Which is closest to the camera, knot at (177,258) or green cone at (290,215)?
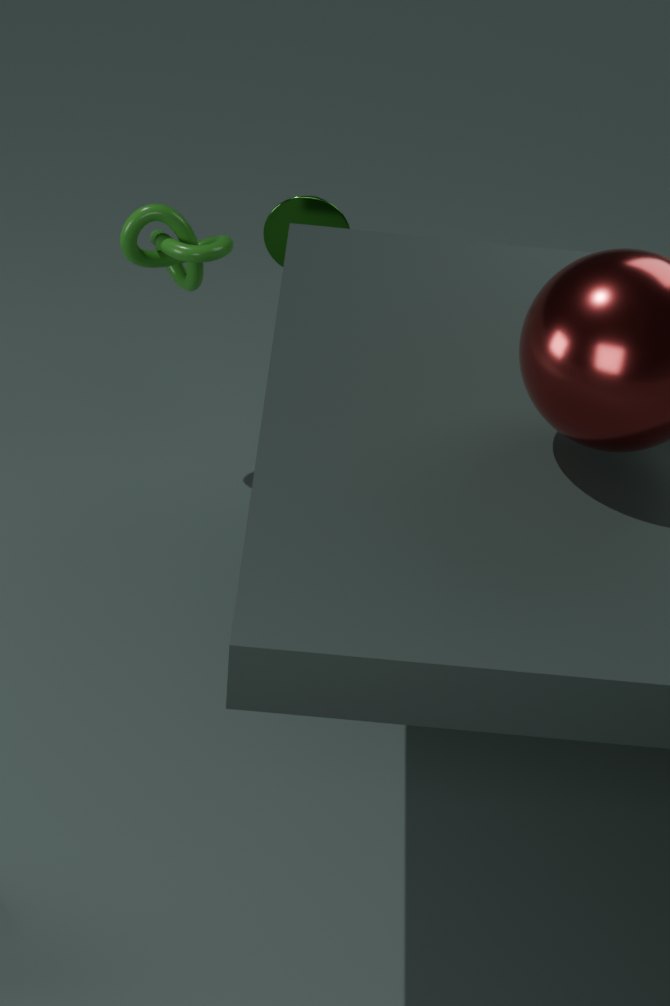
knot at (177,258)
